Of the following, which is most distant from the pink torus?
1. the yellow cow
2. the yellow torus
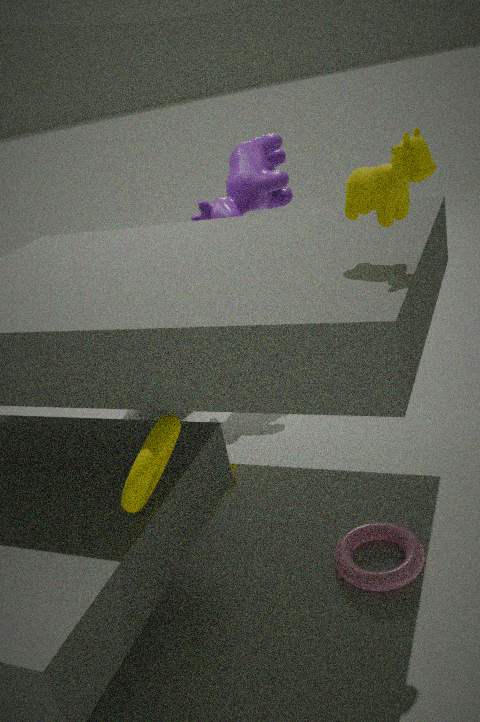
the yellow cow
